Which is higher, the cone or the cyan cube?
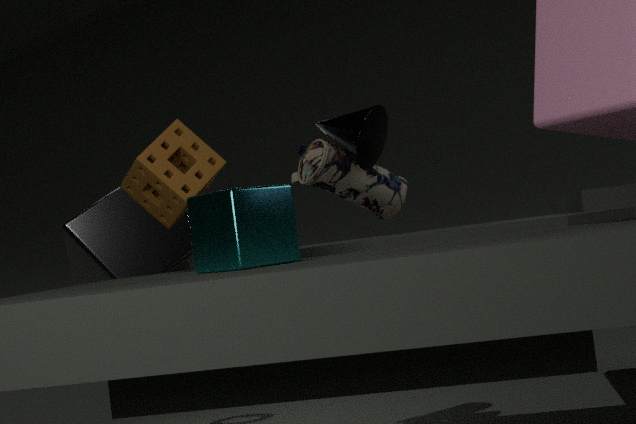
the cone
